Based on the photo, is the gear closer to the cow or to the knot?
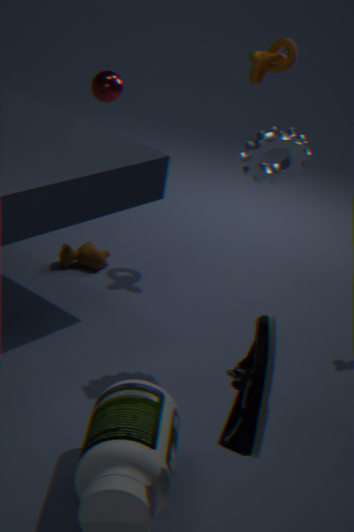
the knot
